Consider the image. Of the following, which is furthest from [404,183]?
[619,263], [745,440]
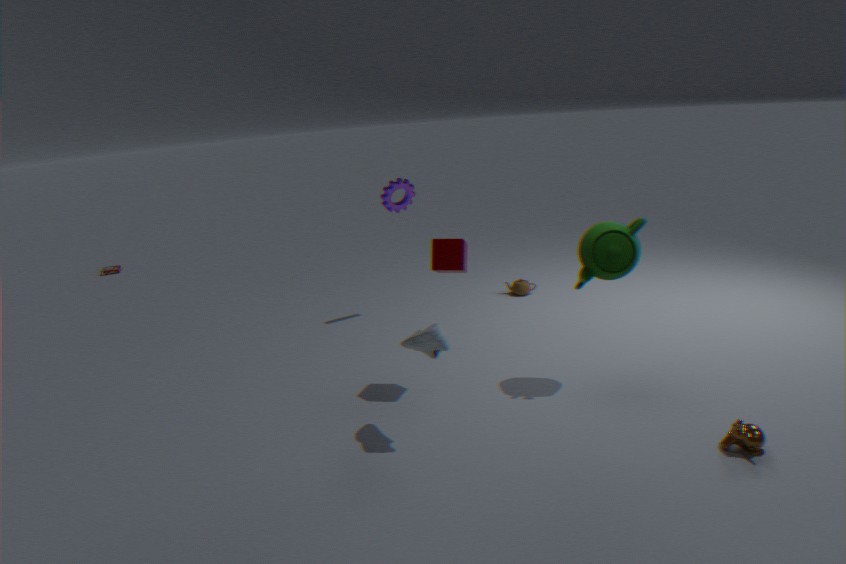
[745,440]
